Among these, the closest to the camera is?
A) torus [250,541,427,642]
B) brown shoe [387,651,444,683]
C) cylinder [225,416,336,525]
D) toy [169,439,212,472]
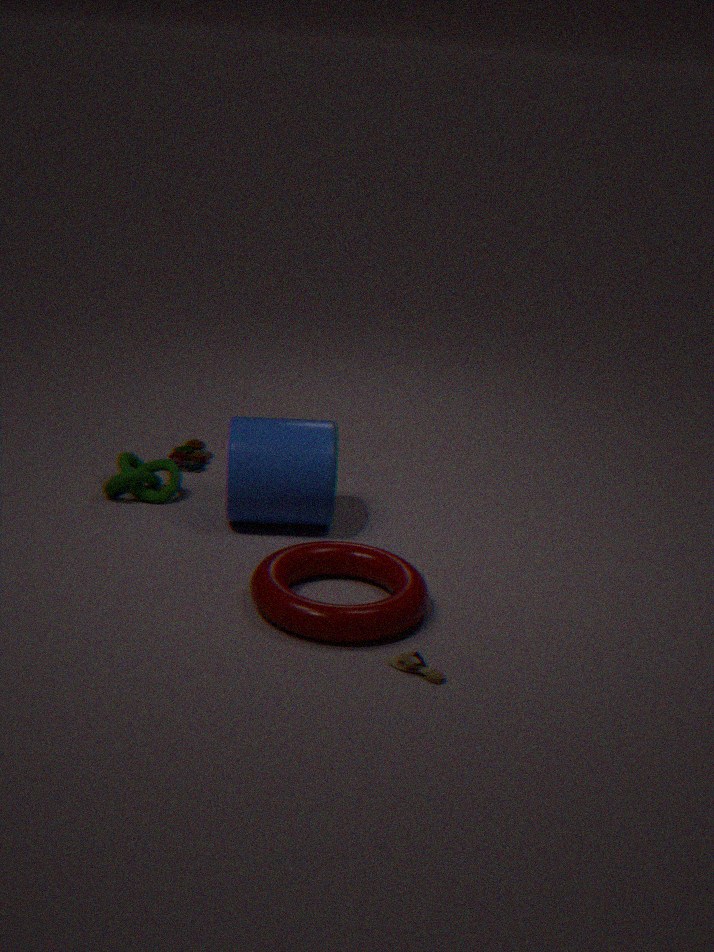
brown shoe [387,651,444,683]
